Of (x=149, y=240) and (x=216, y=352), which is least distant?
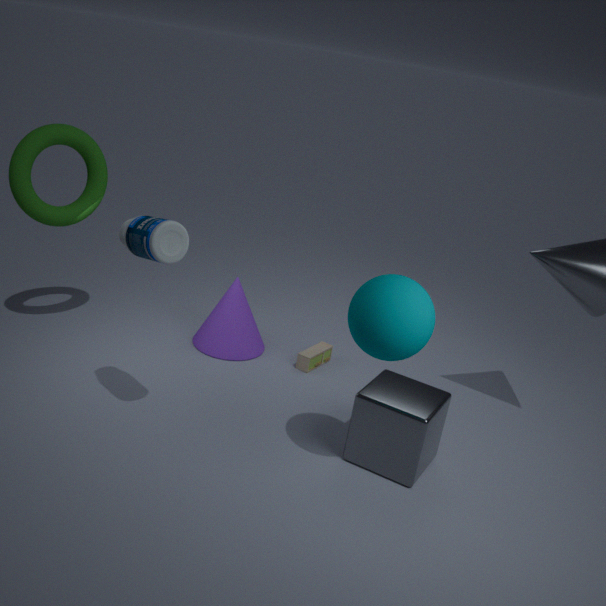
(x=149, y=240)
